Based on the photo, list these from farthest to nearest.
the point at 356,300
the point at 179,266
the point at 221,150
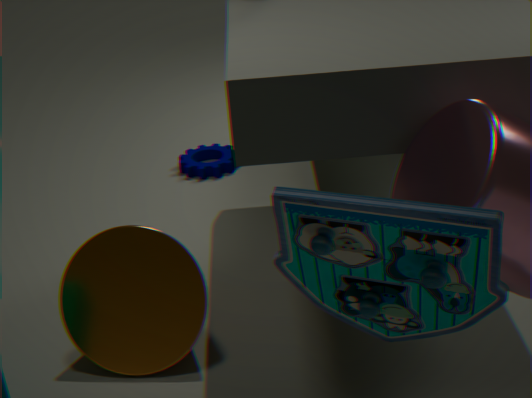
the point at 221,150 < the point at 179,266 < the point at 356,300
